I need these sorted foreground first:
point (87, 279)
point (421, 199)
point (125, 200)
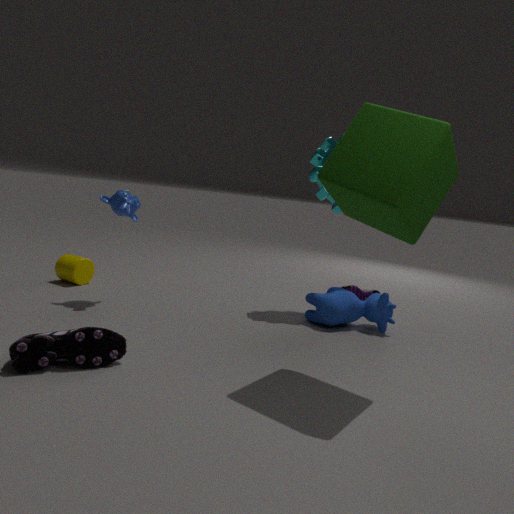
point (421, 199) → point (125, 200) → point (87, 279)
